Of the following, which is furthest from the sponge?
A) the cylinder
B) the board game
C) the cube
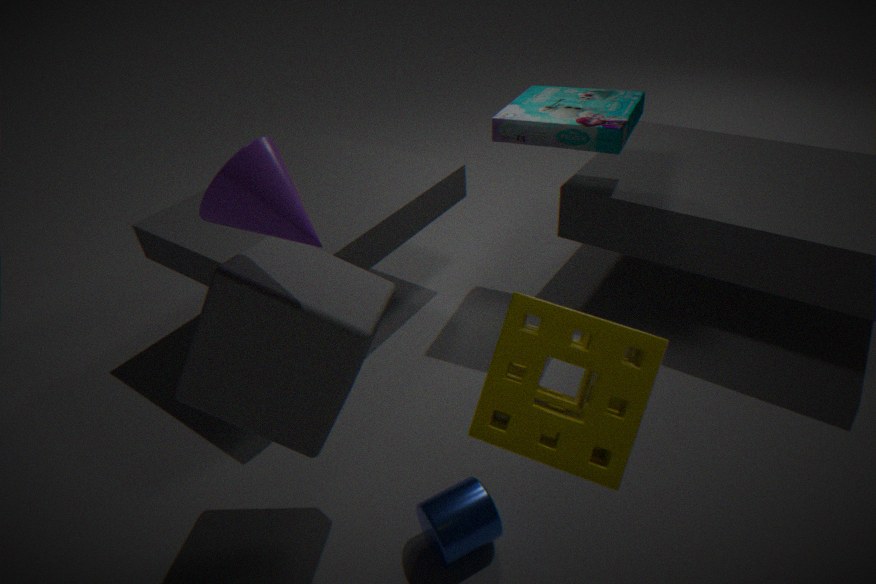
the board game
